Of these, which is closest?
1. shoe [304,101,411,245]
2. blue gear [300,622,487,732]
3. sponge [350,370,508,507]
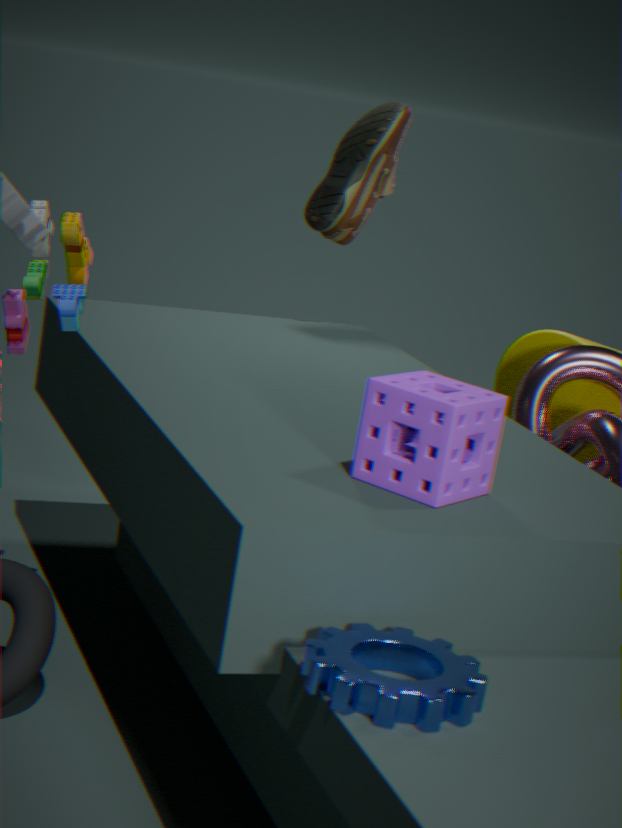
blue gear [300,622,487,732]
